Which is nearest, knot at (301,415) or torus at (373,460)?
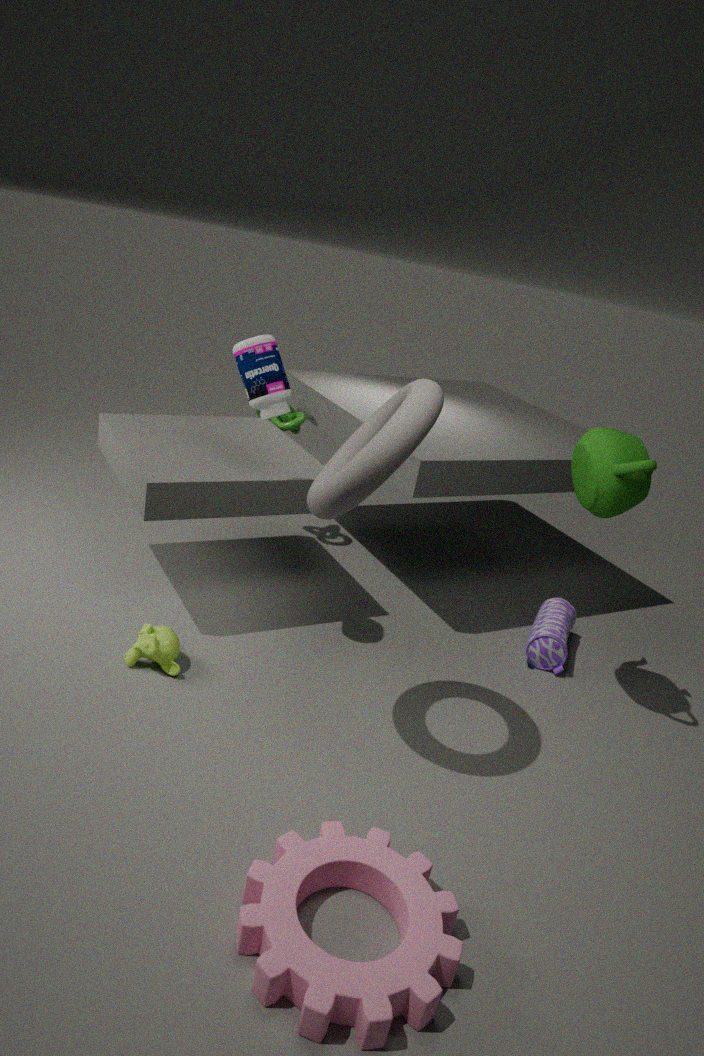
torus at (373,460)
